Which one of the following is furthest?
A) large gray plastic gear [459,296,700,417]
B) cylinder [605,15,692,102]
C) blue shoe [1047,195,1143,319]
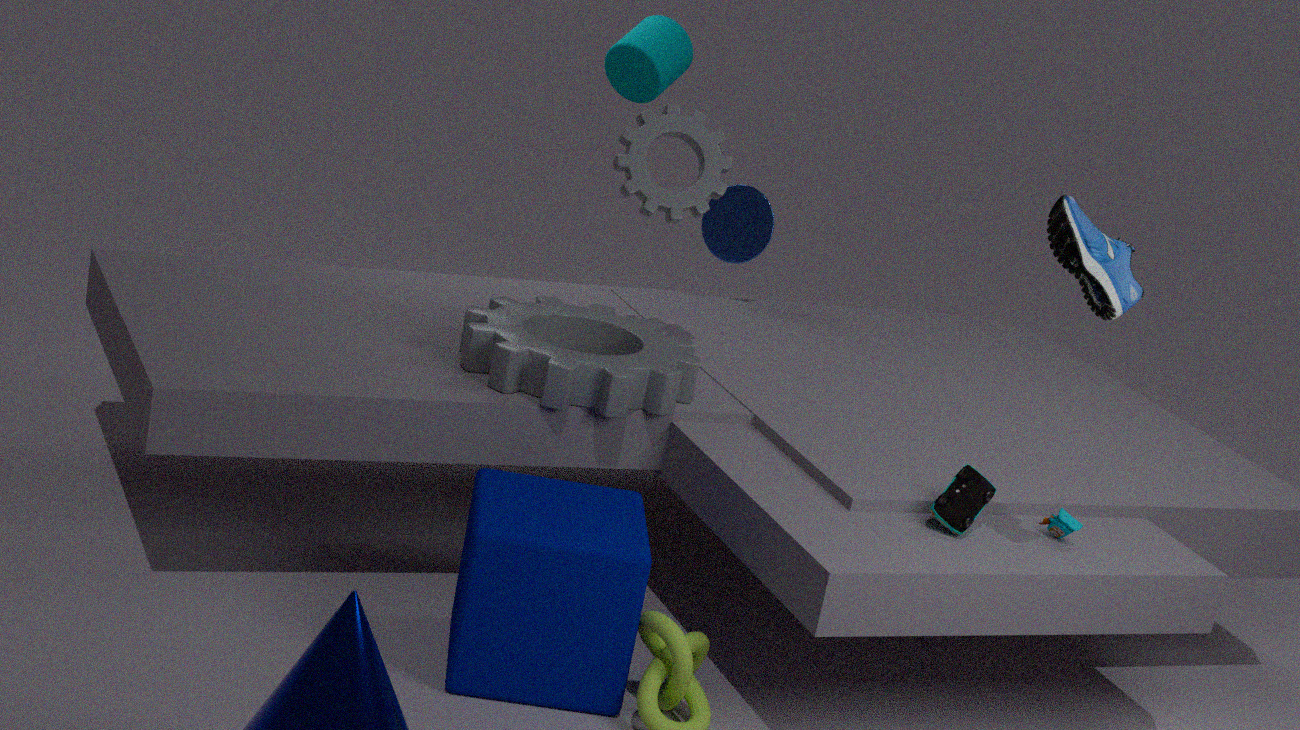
cylinder [605,15,692,102]
